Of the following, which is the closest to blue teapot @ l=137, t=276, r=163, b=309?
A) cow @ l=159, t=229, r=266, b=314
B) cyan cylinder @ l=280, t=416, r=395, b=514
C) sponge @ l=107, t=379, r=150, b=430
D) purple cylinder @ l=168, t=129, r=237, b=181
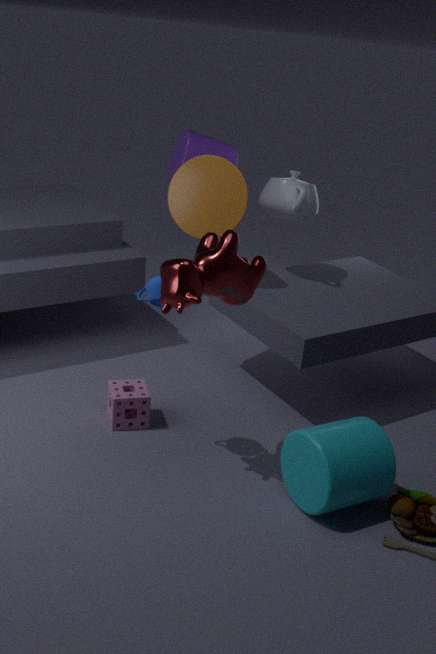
cow @ l=159, t=229, r=266, b=314
